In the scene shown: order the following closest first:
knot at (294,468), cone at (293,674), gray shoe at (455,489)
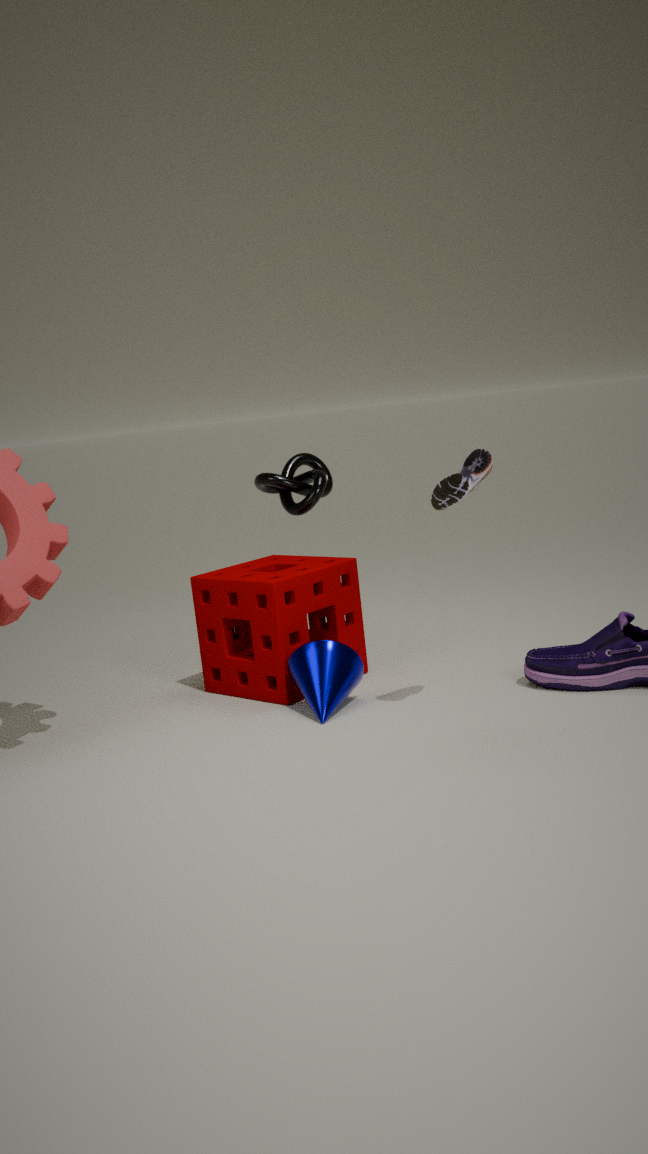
gray shoe at (455,489) < cone at (293,674) < knot at (294,468)
